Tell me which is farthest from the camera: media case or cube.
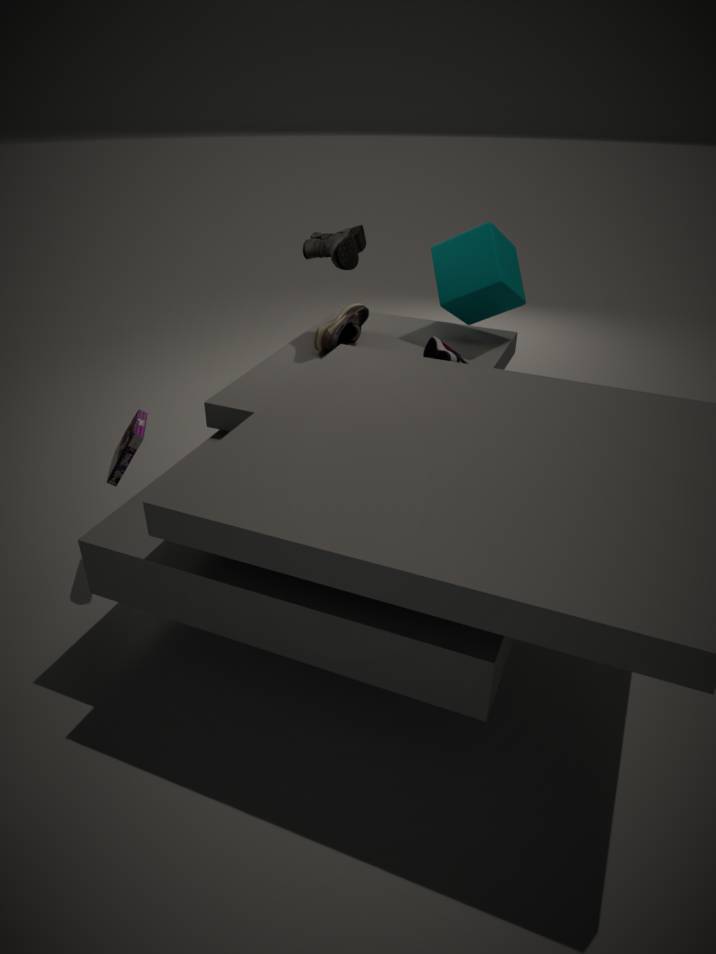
cube
